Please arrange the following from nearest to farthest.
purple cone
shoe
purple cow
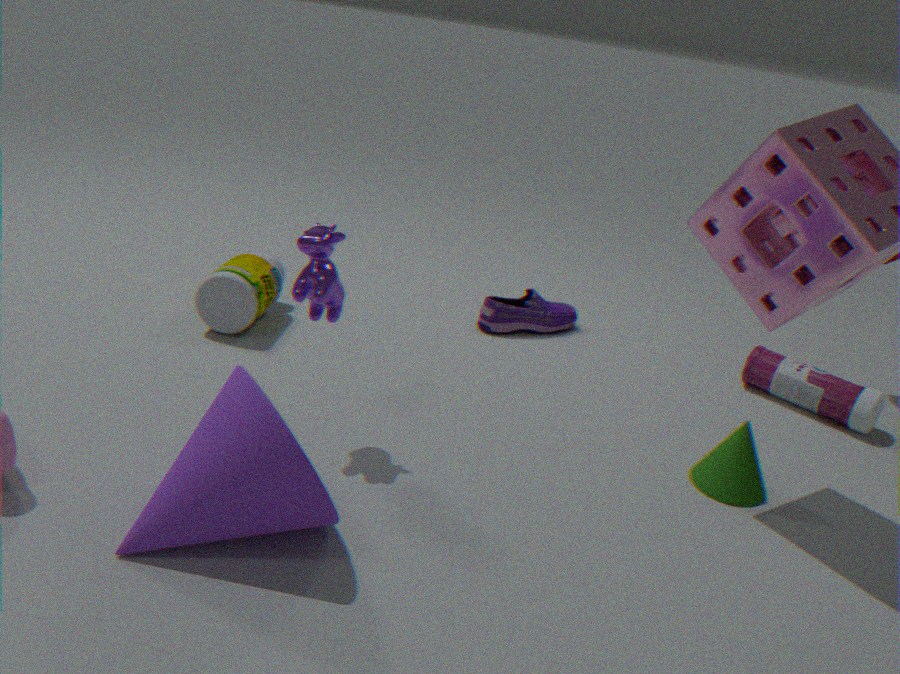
purple cone, purple cow, shoe
